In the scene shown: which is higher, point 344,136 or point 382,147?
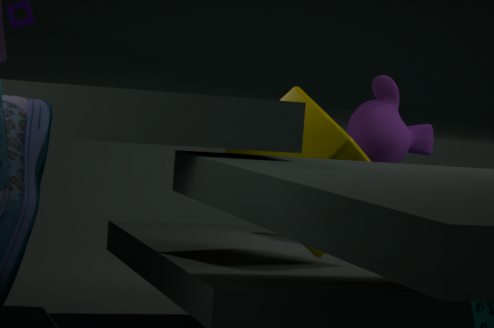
point 382,147
